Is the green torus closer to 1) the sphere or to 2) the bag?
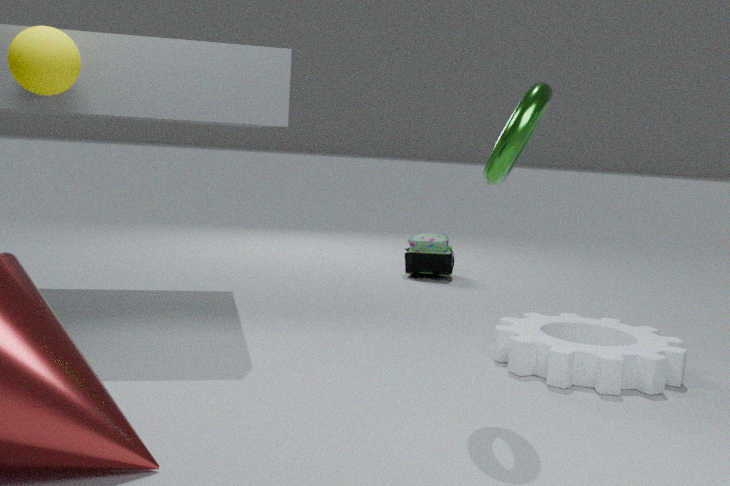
1) the sphere
